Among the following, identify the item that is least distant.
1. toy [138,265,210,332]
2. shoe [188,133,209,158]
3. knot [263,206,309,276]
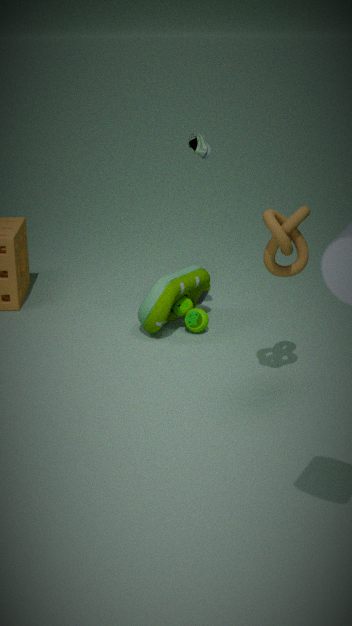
knot [263,206,309,276]
